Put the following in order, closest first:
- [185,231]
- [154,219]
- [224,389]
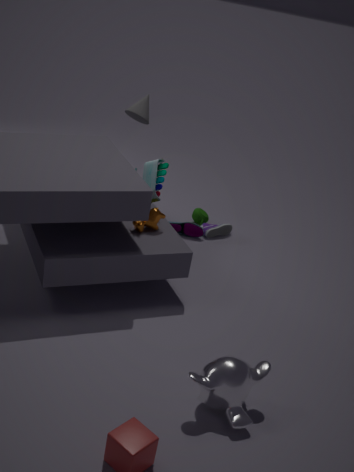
[224,389]
[154,219]
[185,231]
